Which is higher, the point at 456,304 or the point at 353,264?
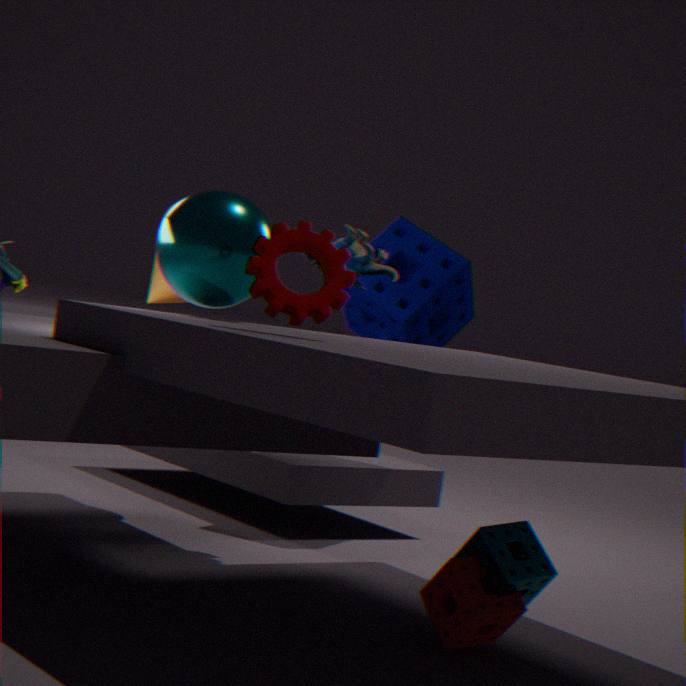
the point at 353,264
